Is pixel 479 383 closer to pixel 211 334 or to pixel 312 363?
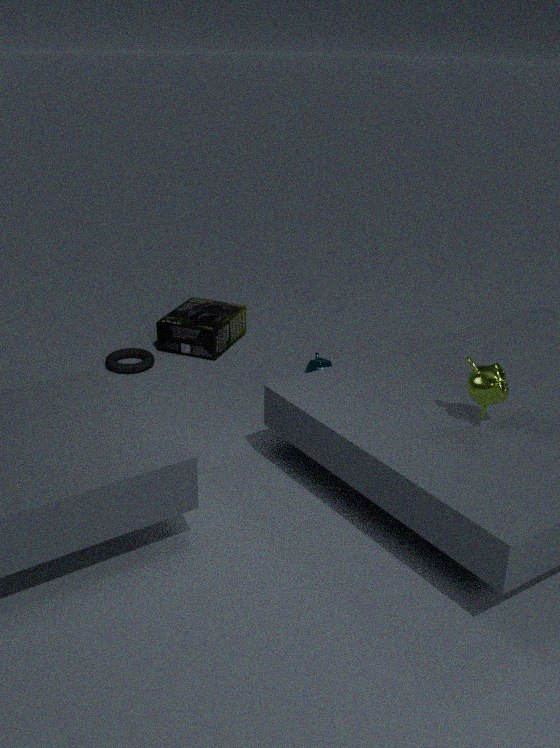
pixel 312 363
